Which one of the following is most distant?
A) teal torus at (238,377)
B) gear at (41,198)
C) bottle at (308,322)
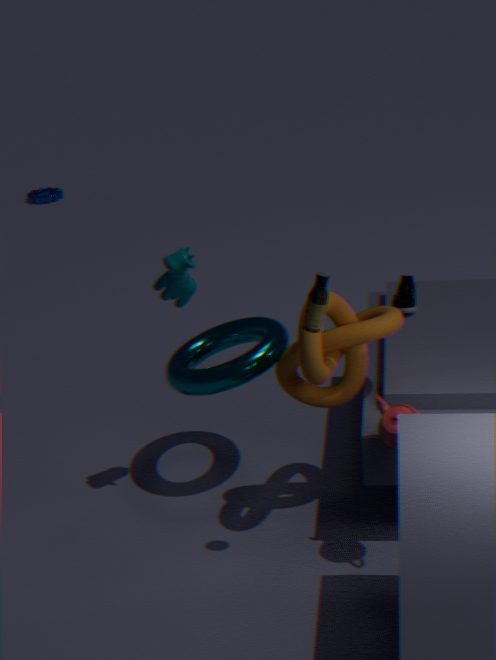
gear at (41,198)
